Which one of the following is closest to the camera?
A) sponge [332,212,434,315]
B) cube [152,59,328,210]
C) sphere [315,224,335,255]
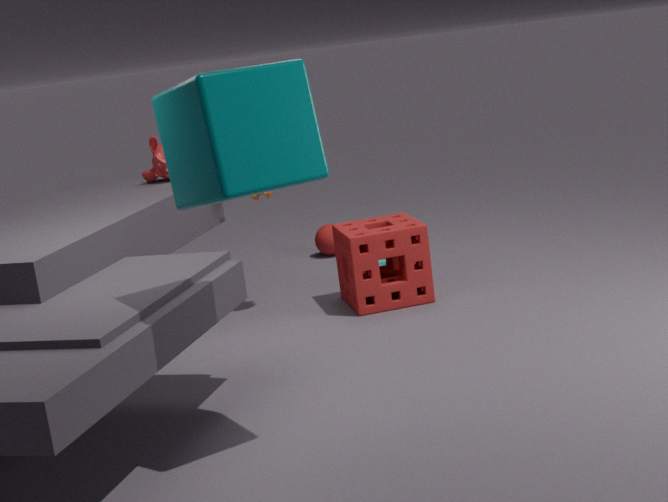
cube [152,59,328,210]
